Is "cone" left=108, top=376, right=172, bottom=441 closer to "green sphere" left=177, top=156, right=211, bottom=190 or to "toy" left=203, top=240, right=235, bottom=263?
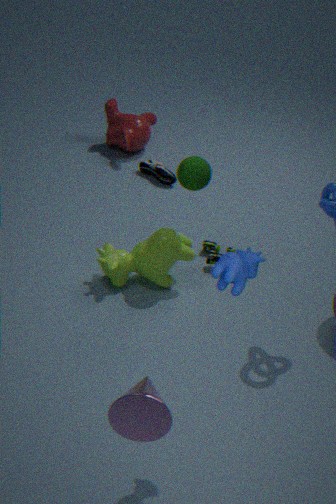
"green sphere" left=177, top=156, right=211, bottom=190
